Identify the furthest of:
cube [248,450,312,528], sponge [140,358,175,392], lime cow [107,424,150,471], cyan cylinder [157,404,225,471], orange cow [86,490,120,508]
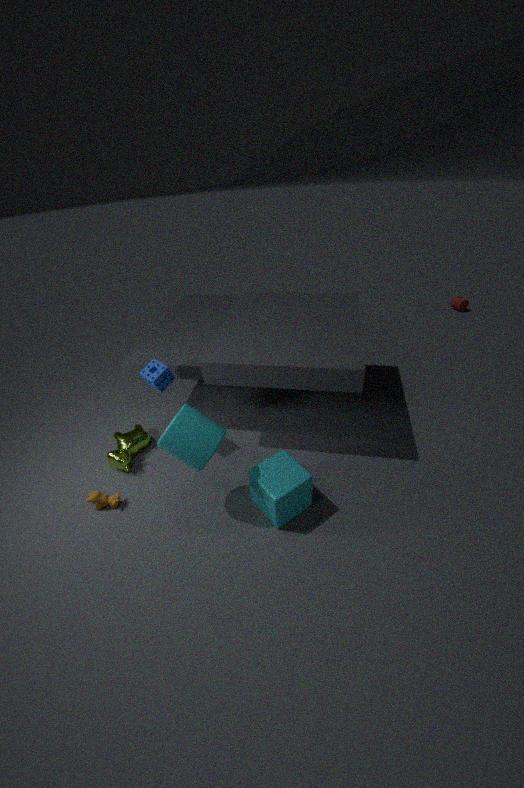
lime cow [107,424,150,471]
